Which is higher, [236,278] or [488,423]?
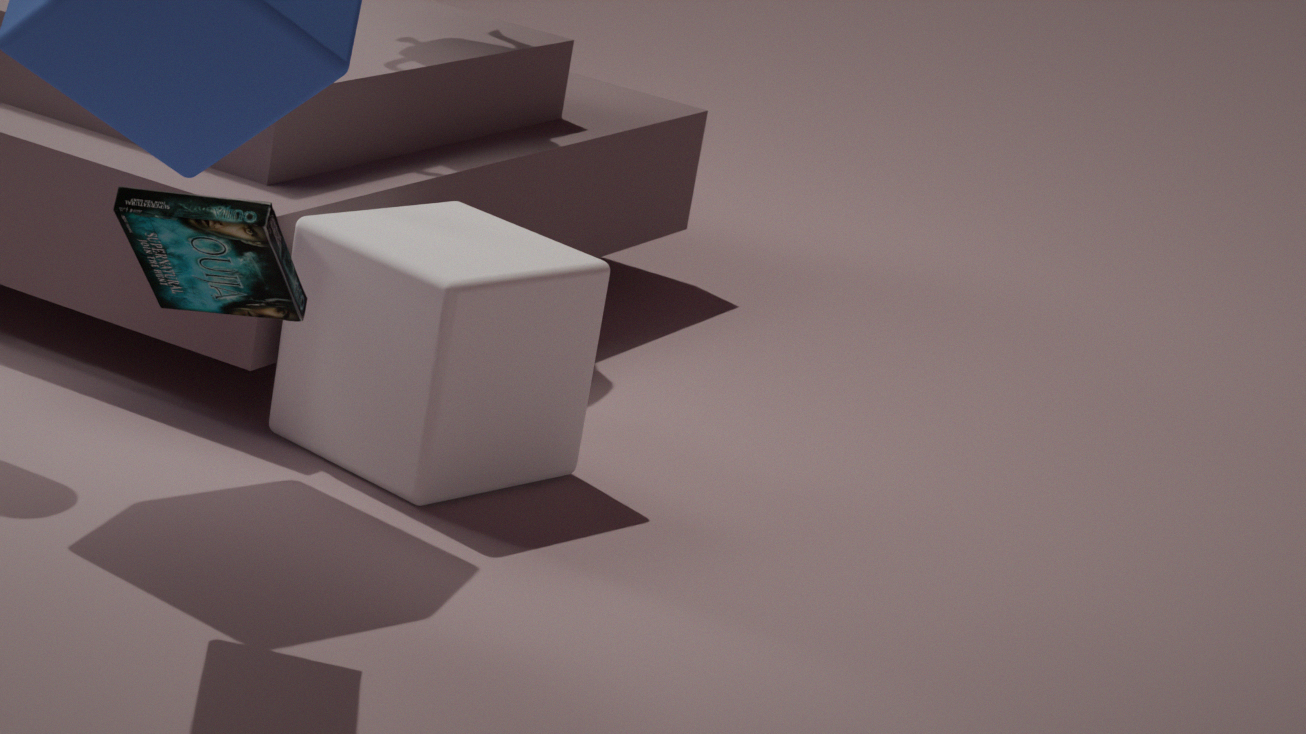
[236,278]
